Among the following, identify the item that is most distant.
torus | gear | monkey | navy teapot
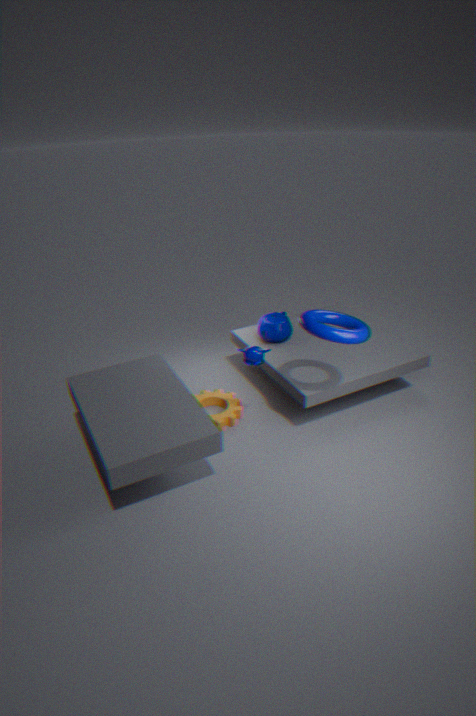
navy teapot
